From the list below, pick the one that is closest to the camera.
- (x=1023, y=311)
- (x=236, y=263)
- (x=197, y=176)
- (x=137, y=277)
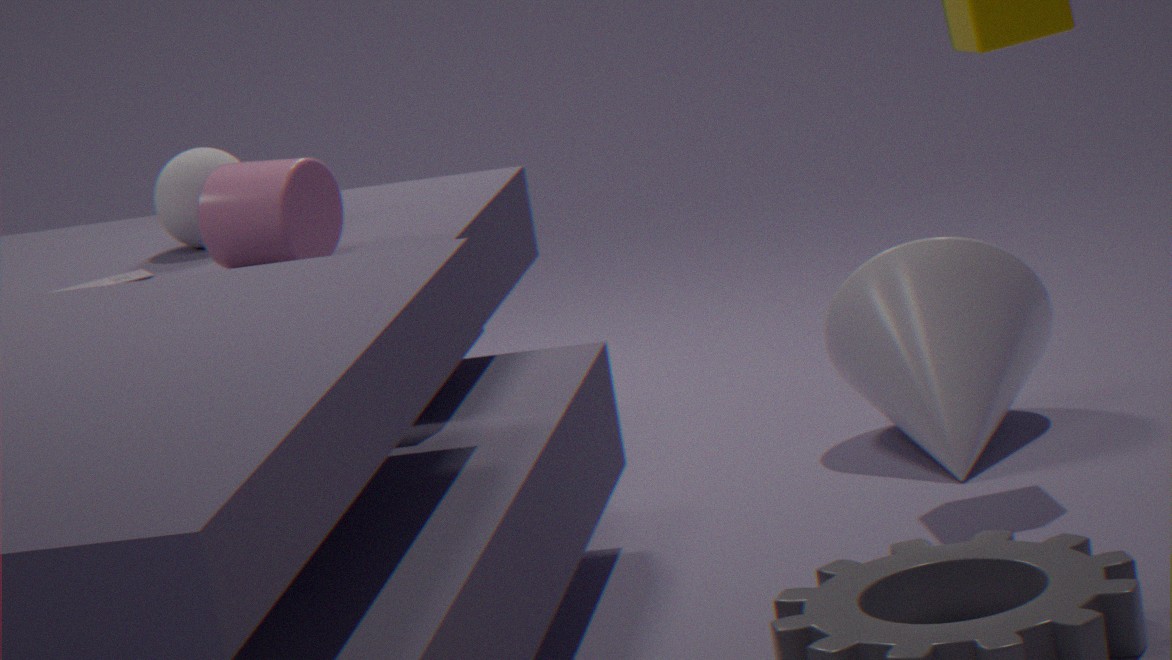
(x=236, y=263)
